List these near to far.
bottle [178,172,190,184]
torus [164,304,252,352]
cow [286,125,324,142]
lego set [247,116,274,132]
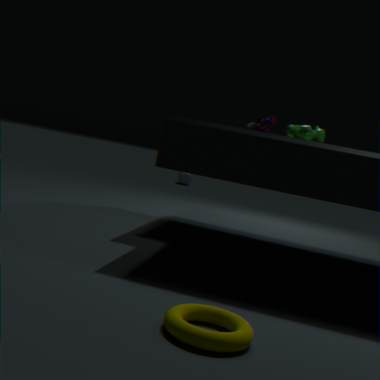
torus [164,304,252,352], cow [286,125,324,142], lego set [247,116,274,132], bottle [178,172,190,184]
